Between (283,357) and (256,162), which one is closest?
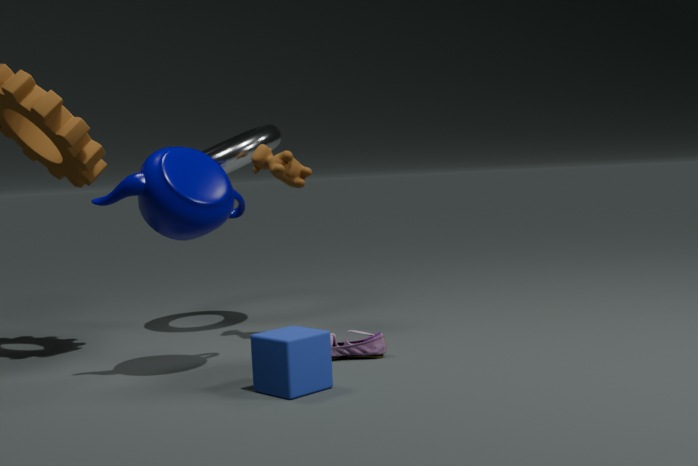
(283,357)
